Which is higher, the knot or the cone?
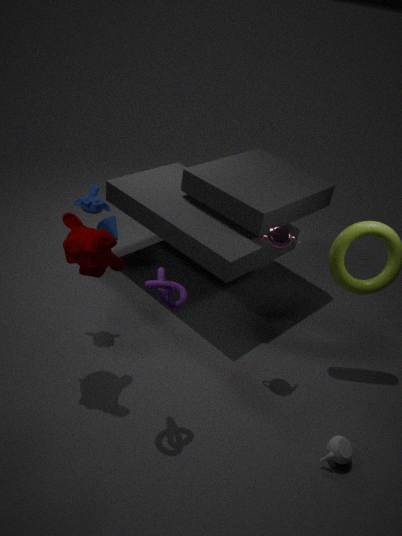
the knot
